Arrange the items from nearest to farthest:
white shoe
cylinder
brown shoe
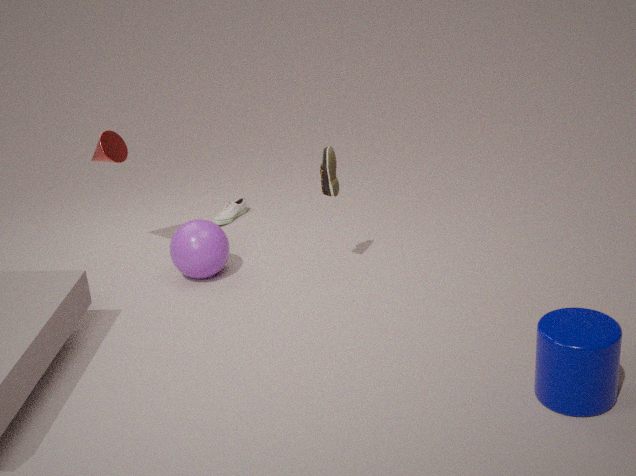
cylinder → brown shoe → white shoe
